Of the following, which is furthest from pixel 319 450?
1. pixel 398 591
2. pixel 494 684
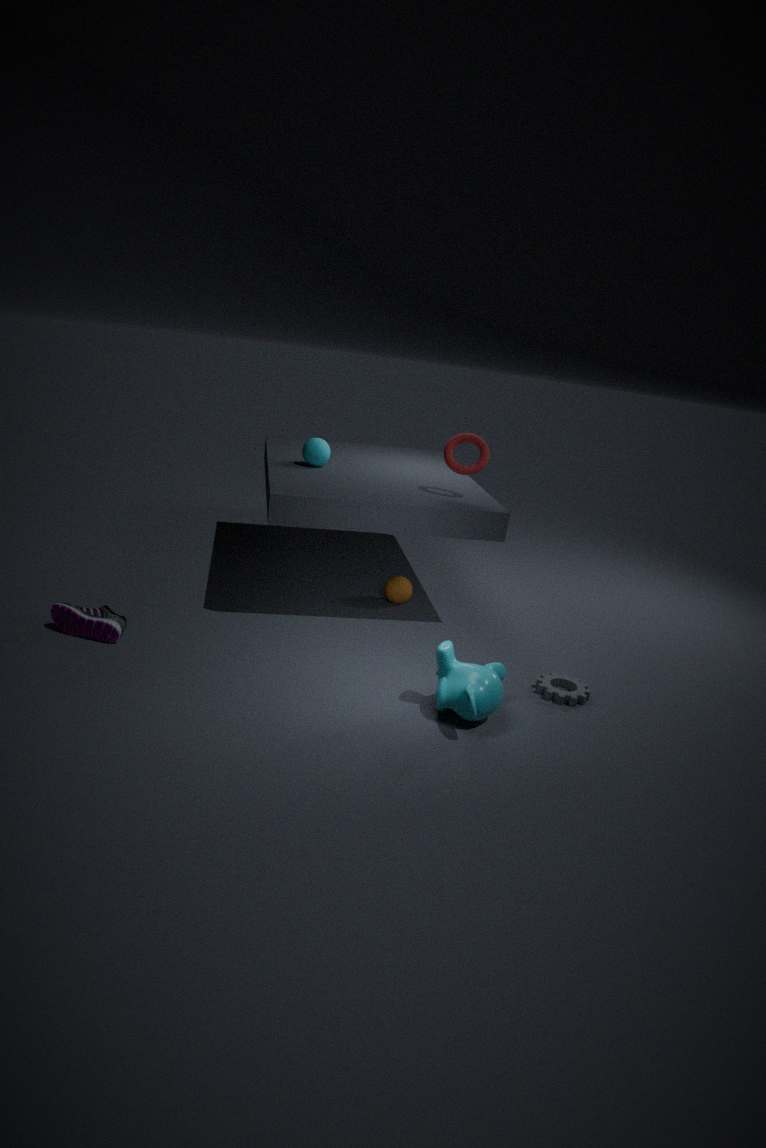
pixel 494 684
